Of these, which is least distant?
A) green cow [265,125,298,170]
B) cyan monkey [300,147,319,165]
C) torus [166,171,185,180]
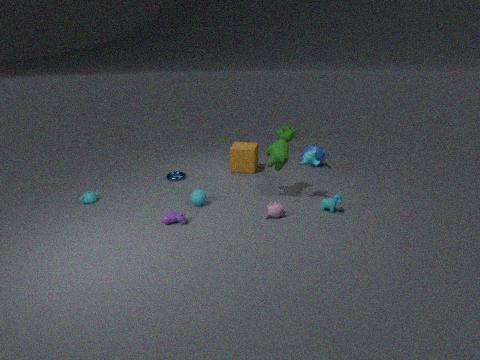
cyan monkey [300,147,319,165]
